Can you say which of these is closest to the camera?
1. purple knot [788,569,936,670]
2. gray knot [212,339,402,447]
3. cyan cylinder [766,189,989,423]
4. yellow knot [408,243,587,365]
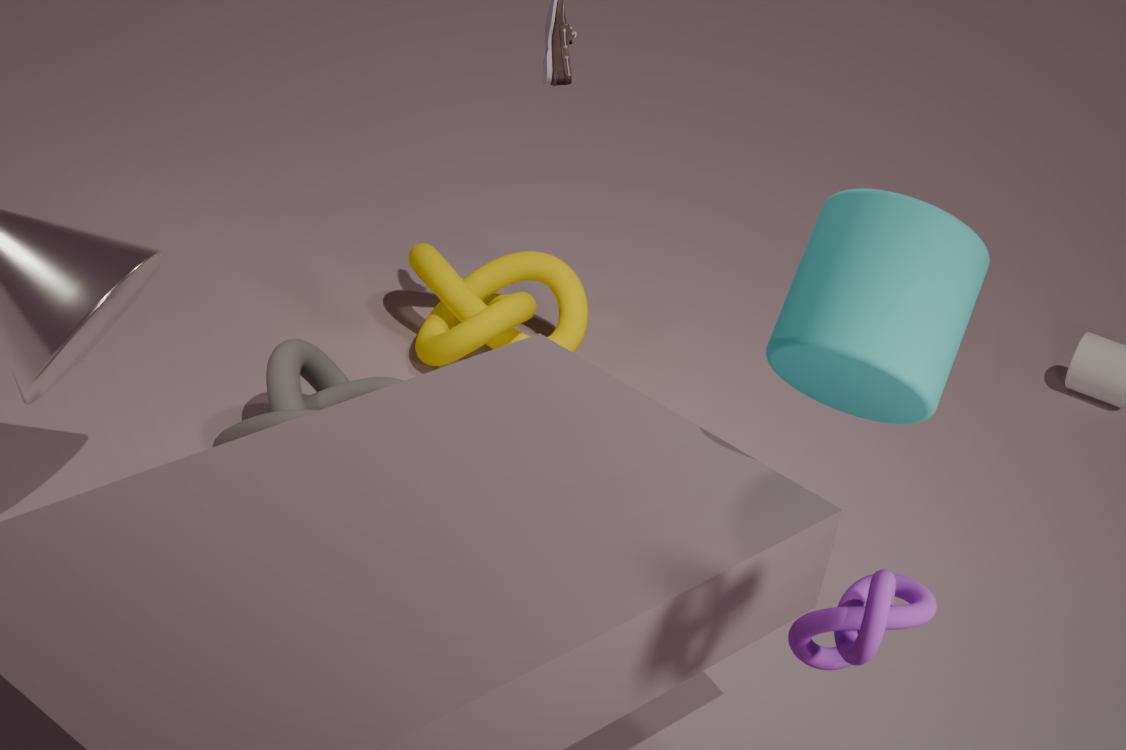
purple knot [788,569,936,670]
